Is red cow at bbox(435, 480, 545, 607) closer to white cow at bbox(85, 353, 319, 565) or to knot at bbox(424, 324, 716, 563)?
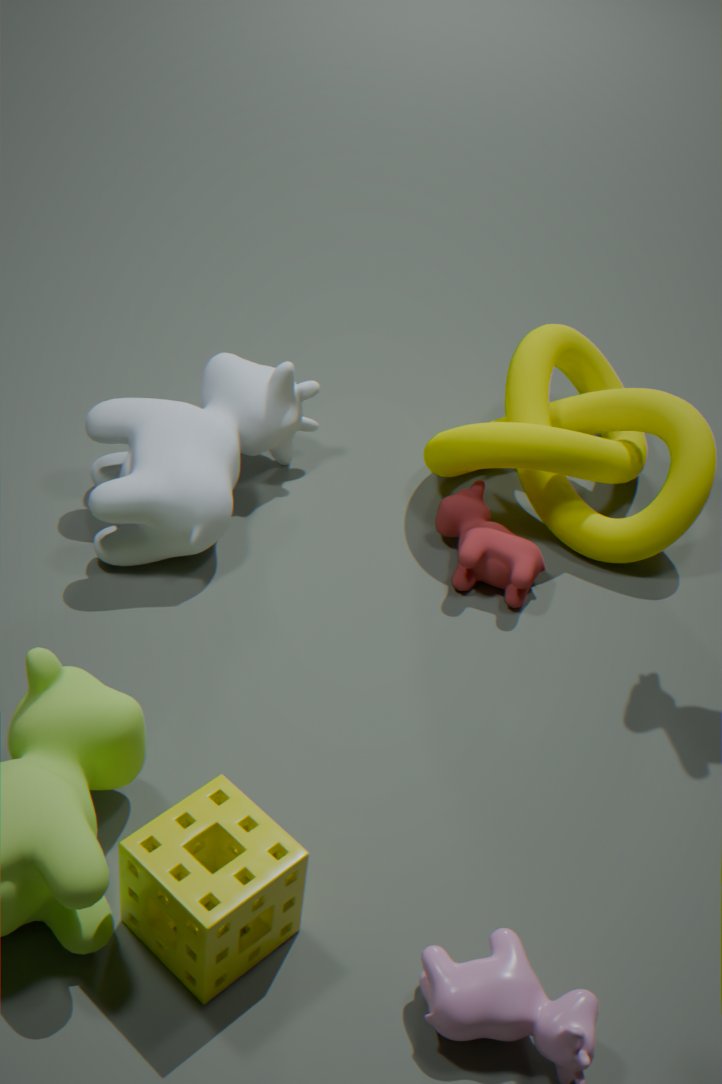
knot at bbox(424, 324, 716, 563)
